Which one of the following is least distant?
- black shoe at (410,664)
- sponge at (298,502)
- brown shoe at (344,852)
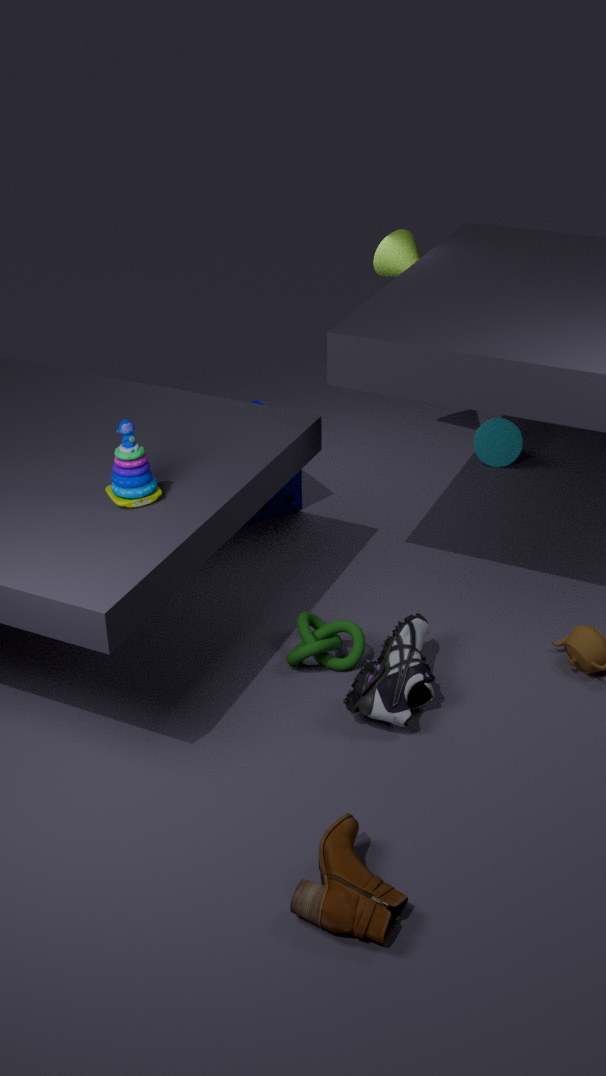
brown shoe at (344,852)
